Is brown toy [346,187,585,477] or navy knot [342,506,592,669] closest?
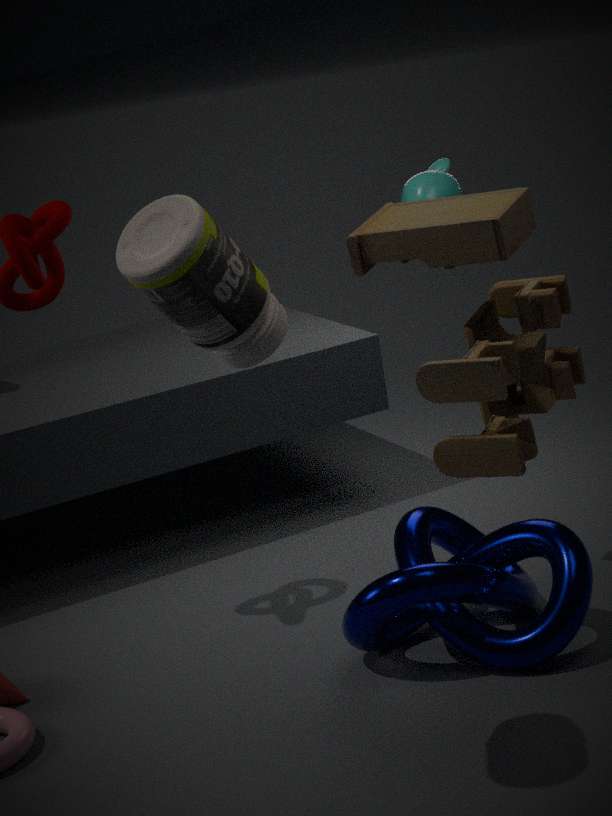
brown toy [346,187,585,477]
